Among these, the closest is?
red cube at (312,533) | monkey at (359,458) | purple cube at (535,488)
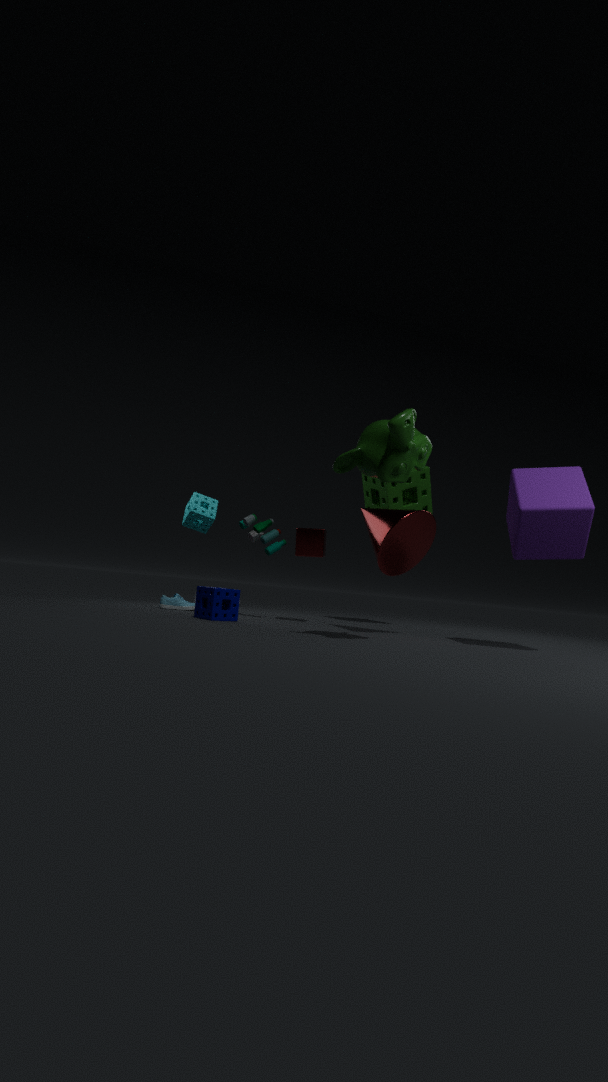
monkey at (359,458)
